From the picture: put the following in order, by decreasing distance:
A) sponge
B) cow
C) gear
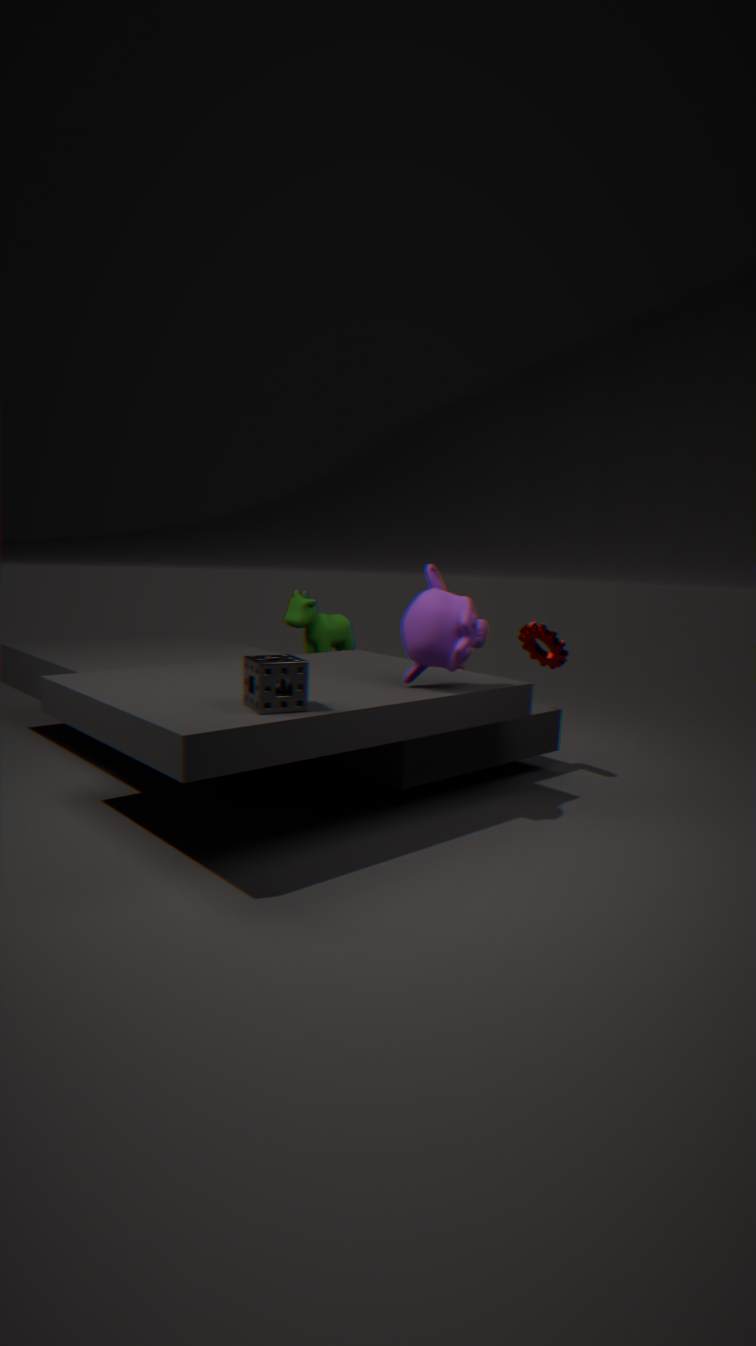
cow < gear < sponge
